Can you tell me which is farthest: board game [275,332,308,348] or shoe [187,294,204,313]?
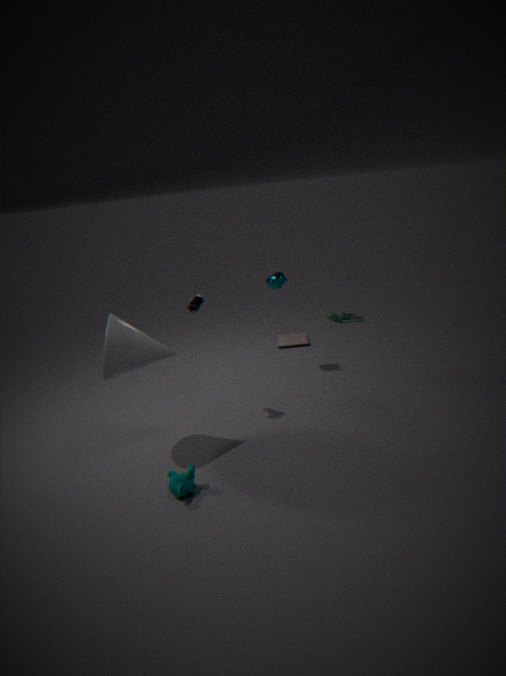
board game [275,332,308,348]
